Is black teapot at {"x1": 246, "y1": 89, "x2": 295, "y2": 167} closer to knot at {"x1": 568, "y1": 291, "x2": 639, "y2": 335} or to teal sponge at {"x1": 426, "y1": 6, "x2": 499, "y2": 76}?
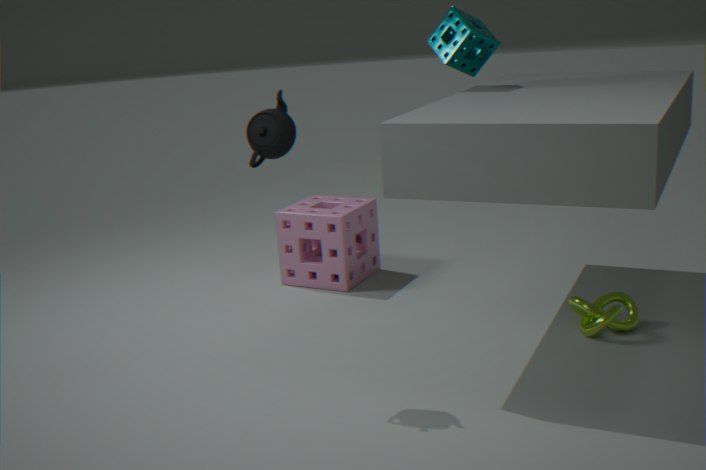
teal sponge at {"x1": 426, "y1": 6, "x2": 499, "y2": 76}
